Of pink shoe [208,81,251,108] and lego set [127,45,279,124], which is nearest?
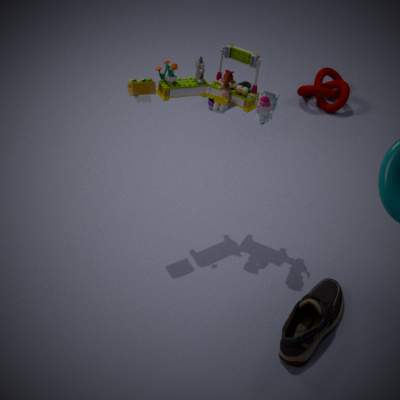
lego set [127,45,279,124]
